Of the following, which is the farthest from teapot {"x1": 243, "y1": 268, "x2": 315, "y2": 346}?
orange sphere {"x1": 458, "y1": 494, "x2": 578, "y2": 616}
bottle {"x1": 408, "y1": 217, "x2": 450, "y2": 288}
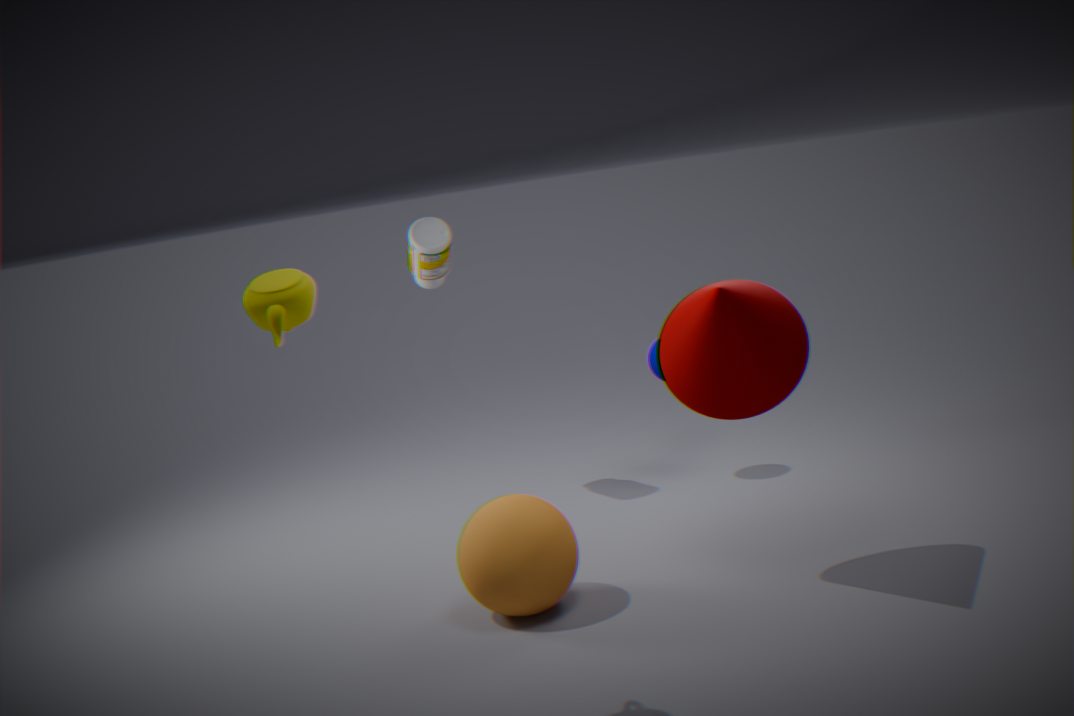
bottle {"x1": 408, "y1": 217, "x2": 450, "y2": 288}
